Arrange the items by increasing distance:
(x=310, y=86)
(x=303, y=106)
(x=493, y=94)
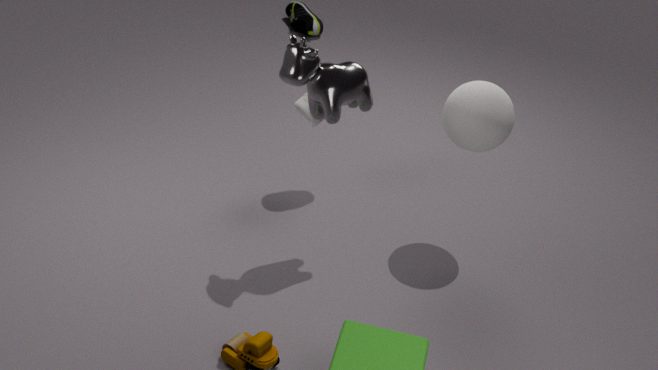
(x=310, y=86), (x=493, y=94), (x=303, y=106)
